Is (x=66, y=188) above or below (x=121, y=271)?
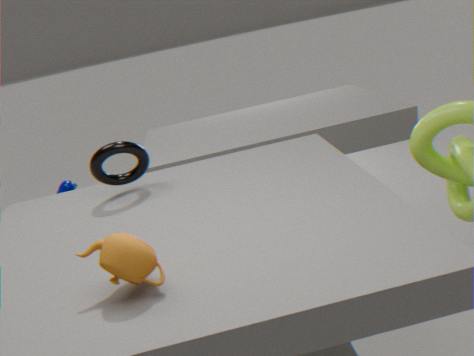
below
